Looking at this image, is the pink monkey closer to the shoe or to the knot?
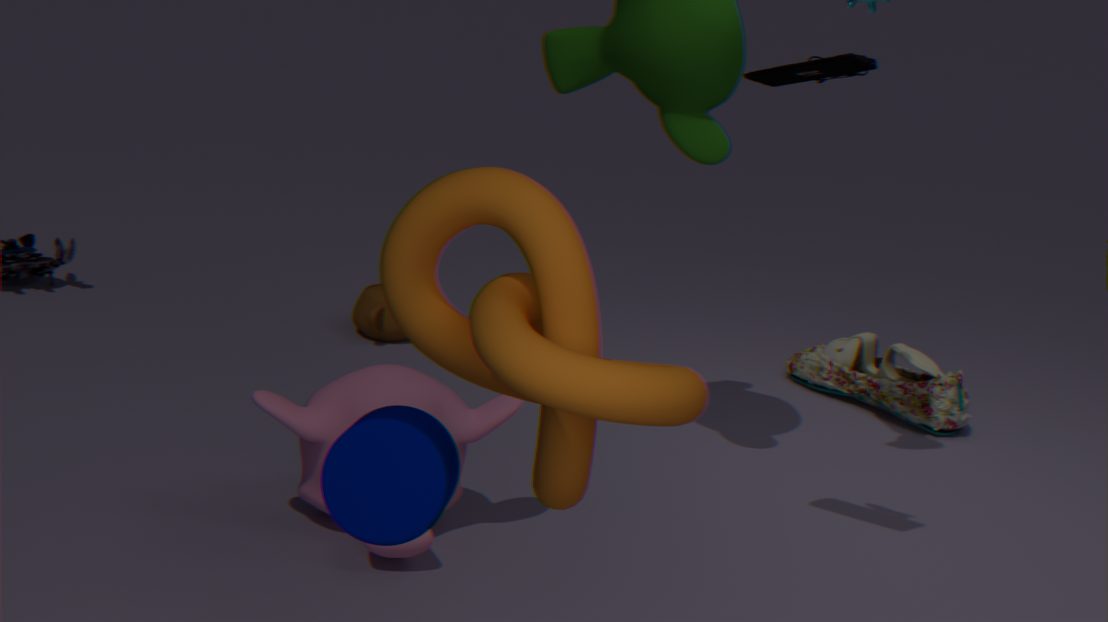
the knot
